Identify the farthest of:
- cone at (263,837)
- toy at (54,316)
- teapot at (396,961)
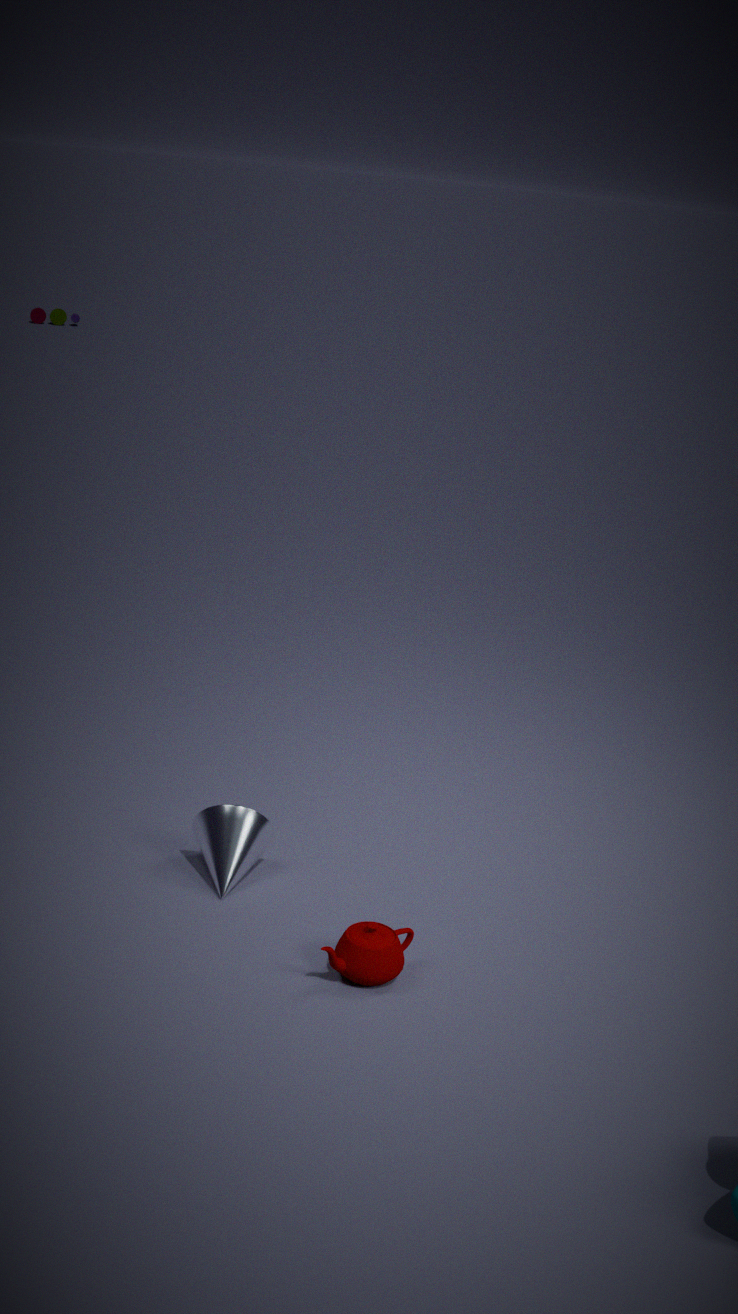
toy at (54,316)
